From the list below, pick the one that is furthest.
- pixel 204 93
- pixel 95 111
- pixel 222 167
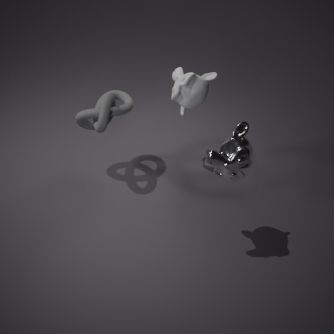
pixel 204 93
